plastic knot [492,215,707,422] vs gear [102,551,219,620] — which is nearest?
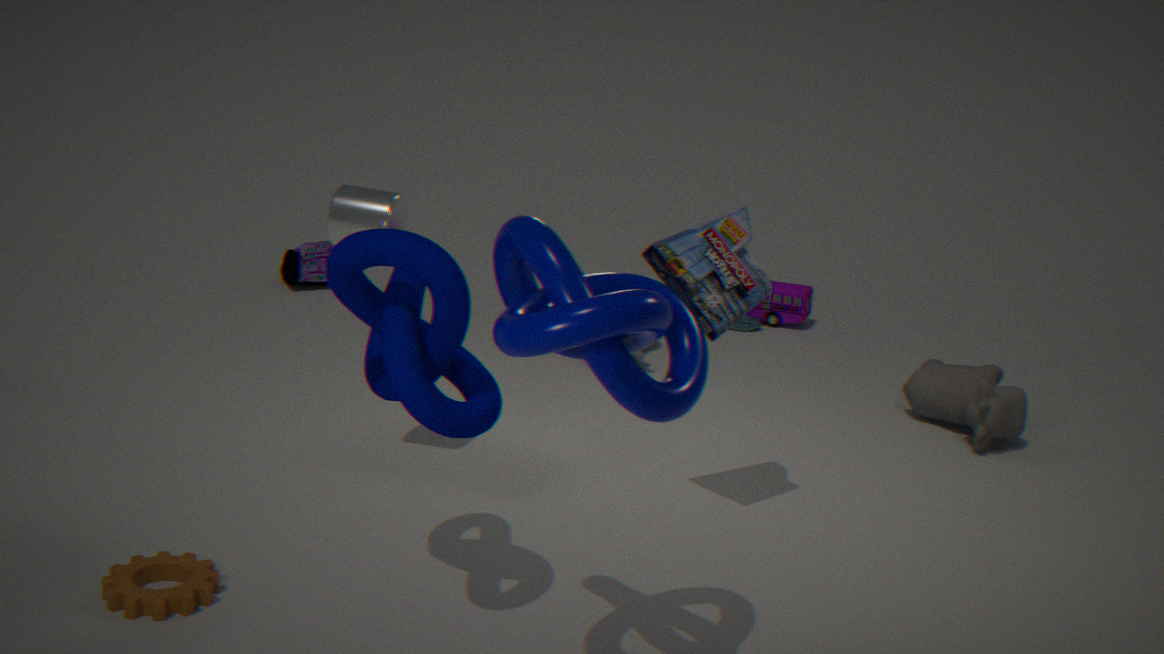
plastic knot [492,215,707,422]
